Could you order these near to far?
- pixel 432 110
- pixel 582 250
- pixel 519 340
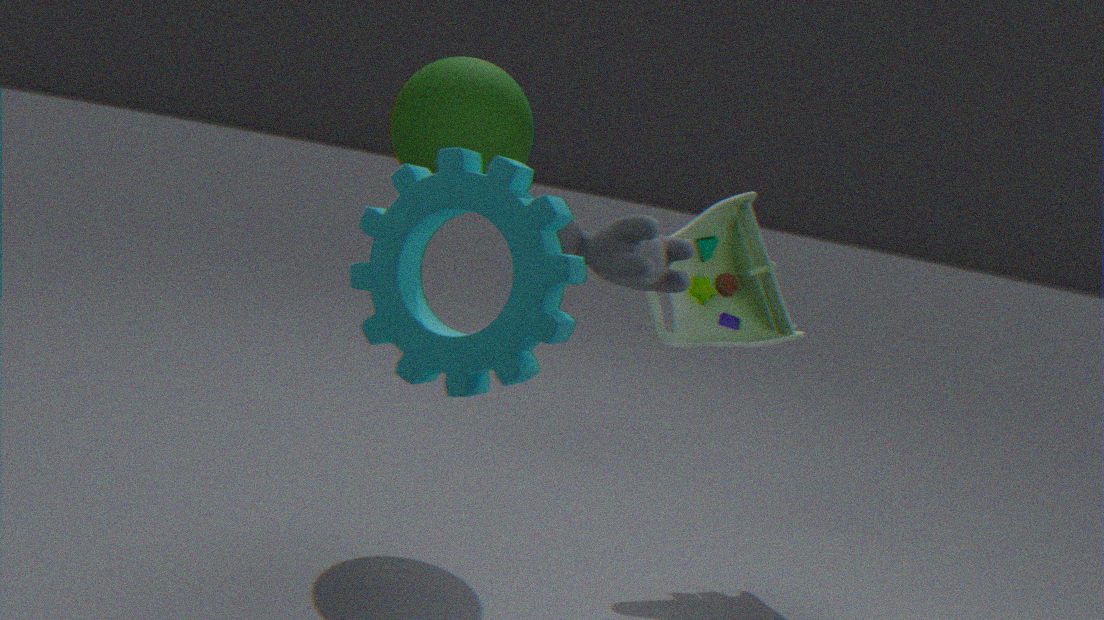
pixel 519 340 < pixel 582 250 < pixel 432 110
